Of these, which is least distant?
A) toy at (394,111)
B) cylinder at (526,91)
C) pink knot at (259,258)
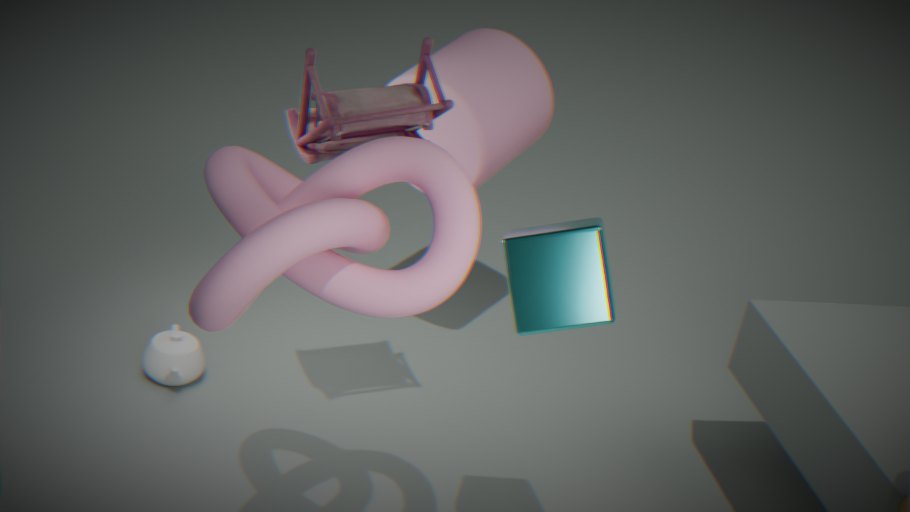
pink knot at (259,258)
